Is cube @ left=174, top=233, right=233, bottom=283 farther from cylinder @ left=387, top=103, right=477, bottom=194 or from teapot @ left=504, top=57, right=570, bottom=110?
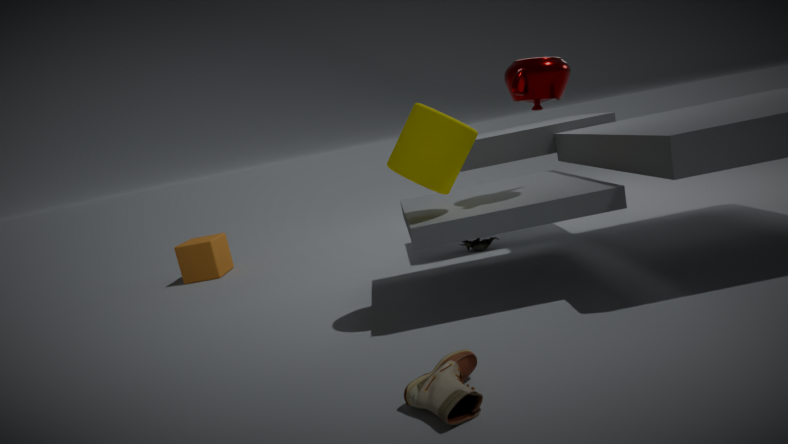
teapot @ left=504, top=57, right=570, bottom=110
